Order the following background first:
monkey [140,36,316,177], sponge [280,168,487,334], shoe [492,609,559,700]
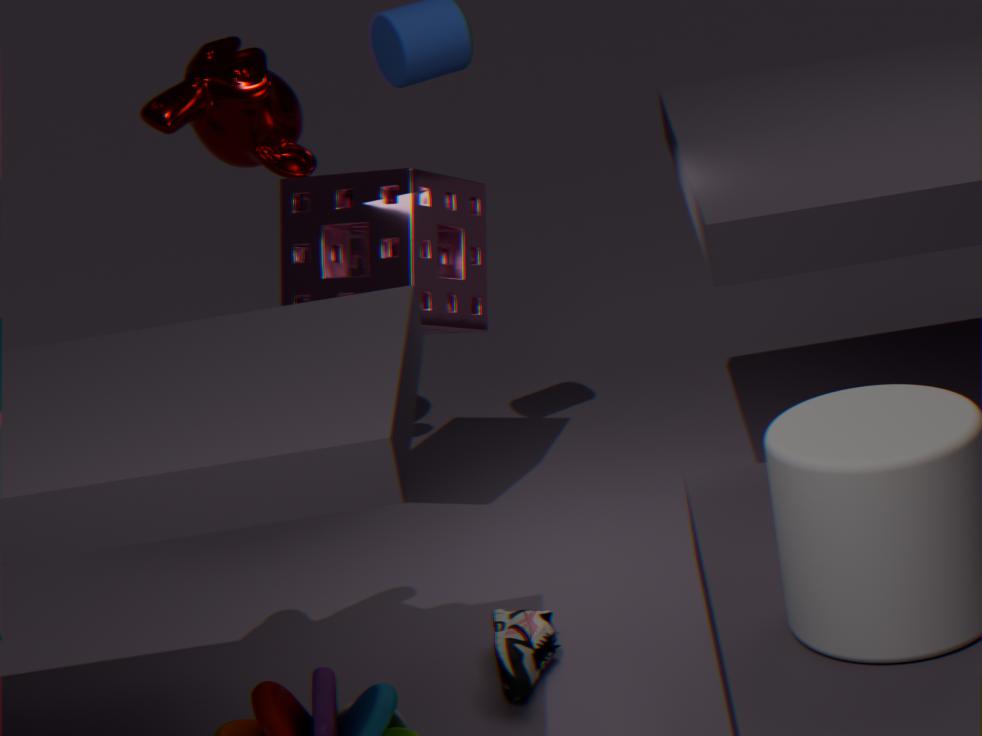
monkey [140,36,316,177]
sponge [280,168,487,334]
shoe [492,609,559,700]
